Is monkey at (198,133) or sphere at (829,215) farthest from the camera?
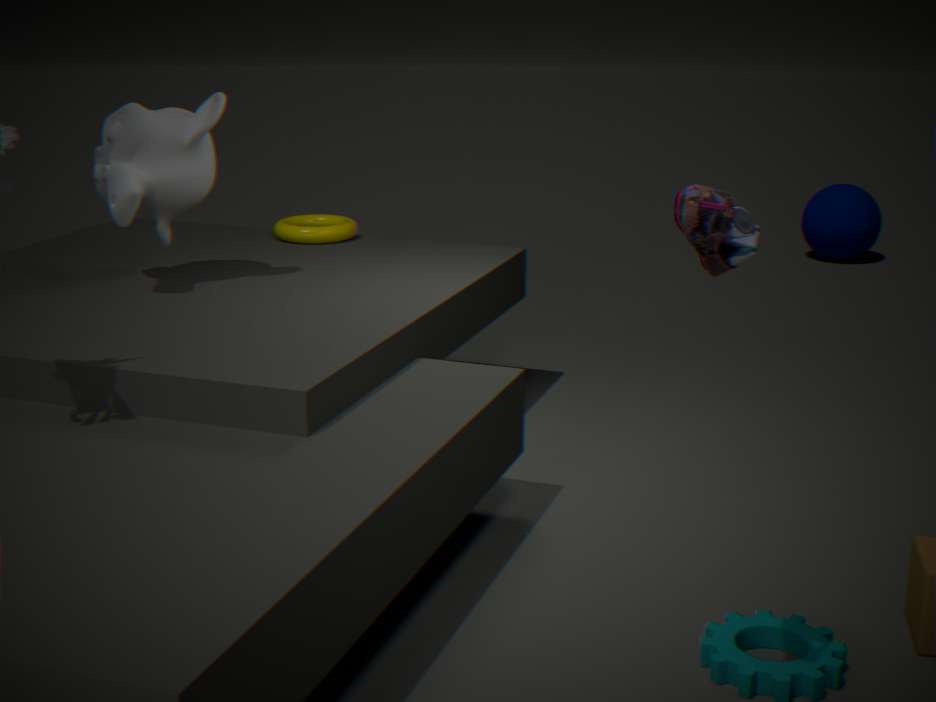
sphere at (829,215)
